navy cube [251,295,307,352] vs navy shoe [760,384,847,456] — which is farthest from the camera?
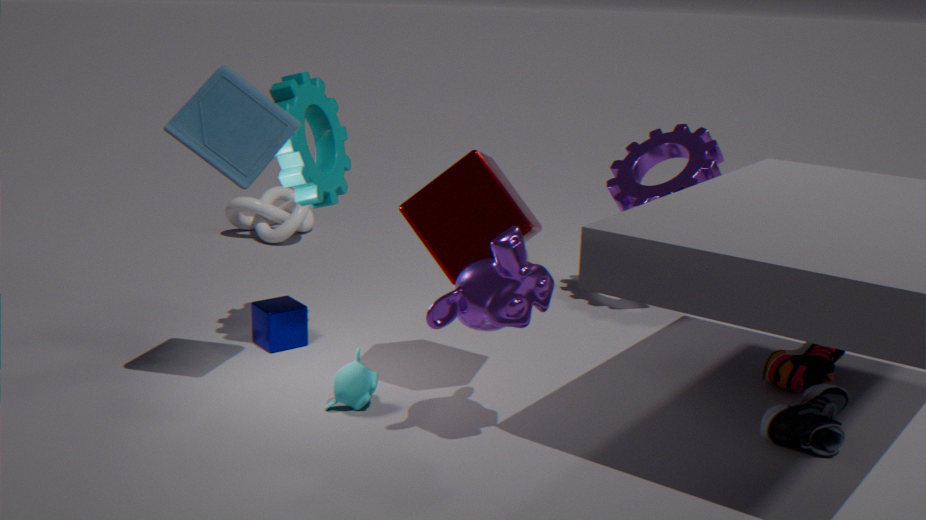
navy cube [251,295,307,352]
